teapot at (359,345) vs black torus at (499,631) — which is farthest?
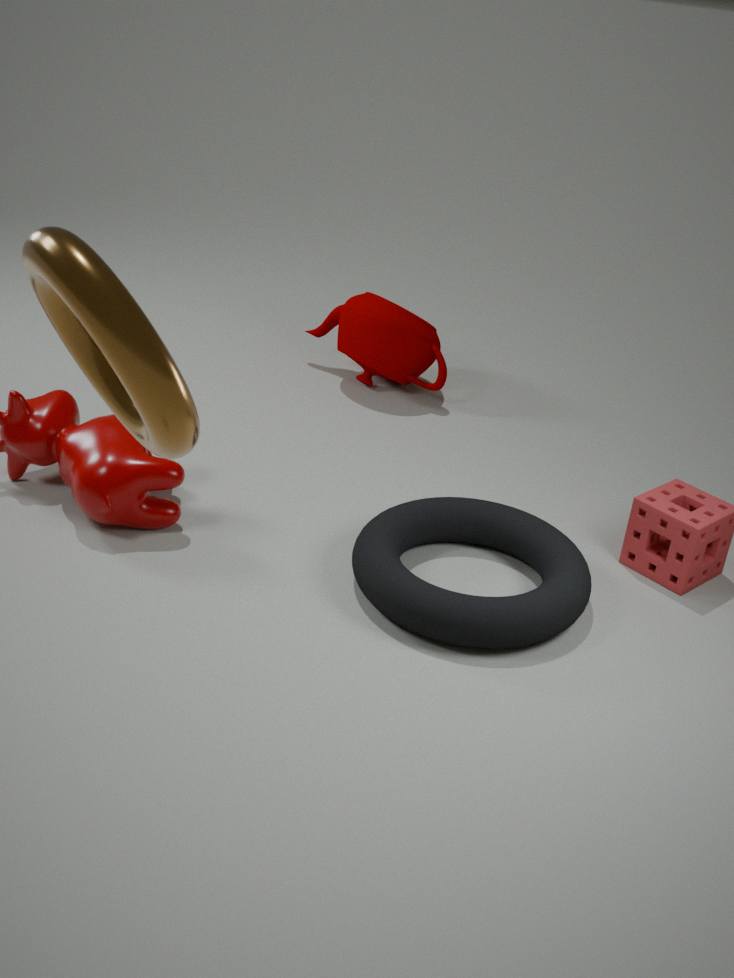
teapot at (359,345)
